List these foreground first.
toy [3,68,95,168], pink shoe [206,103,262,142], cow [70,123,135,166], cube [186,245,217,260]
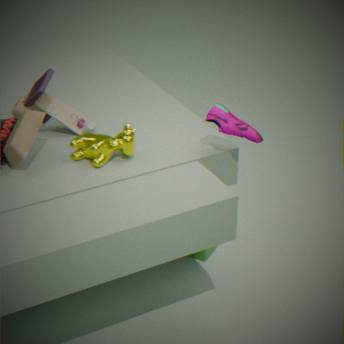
toy [3,68,95,168], cow [70,123,135,166], pink shoe [206,103,262,142], cube [186,245,217,260]
